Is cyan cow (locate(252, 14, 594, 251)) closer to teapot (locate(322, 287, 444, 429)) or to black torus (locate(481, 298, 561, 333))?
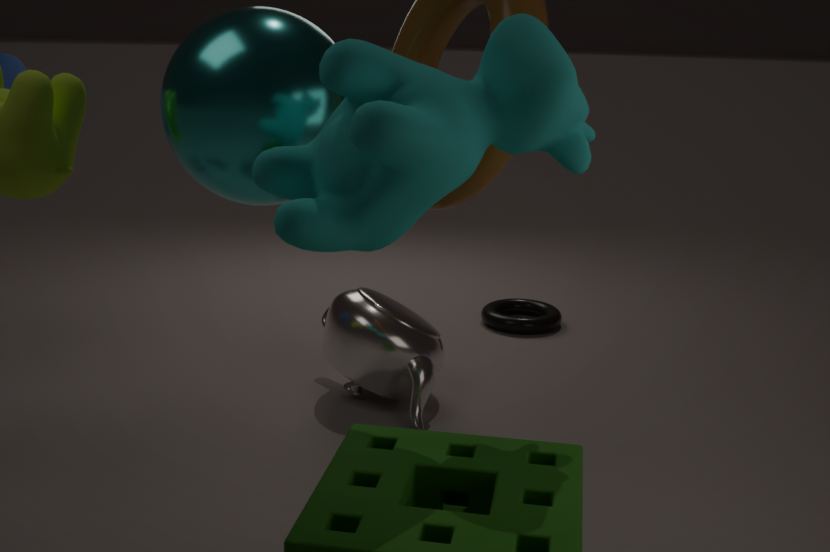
teapot (locate(322, 287, 444, 429))
